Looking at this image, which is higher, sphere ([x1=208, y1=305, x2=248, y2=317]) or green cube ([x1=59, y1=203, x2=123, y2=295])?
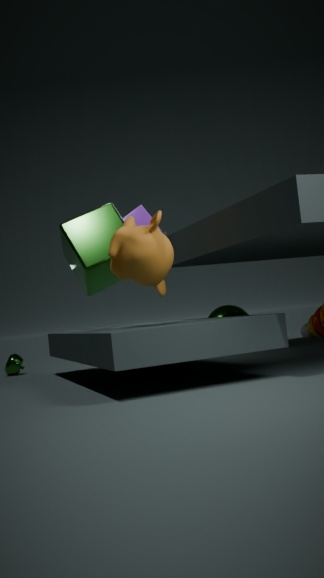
green cube ([x1=59, y1=203, x2=123, y2=295])
